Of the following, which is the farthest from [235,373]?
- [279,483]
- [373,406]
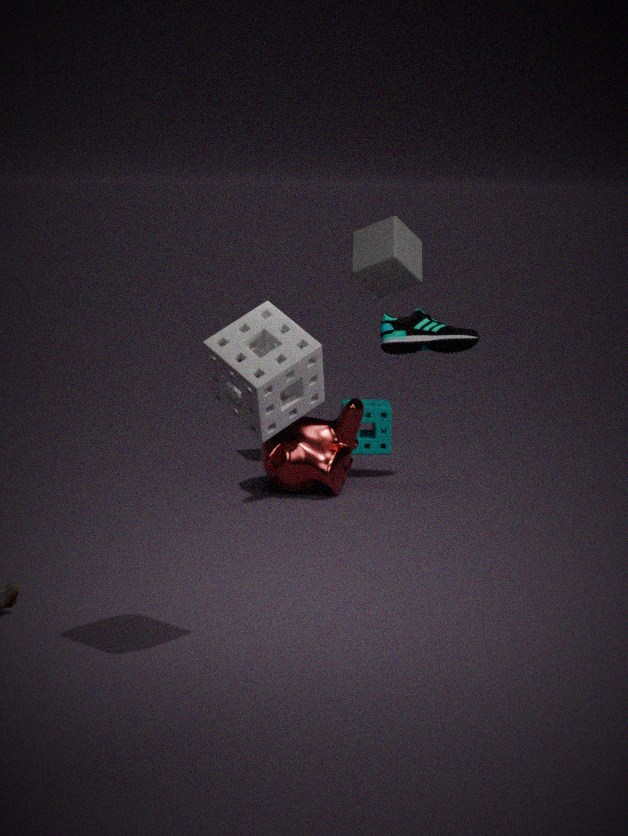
[373,406]
